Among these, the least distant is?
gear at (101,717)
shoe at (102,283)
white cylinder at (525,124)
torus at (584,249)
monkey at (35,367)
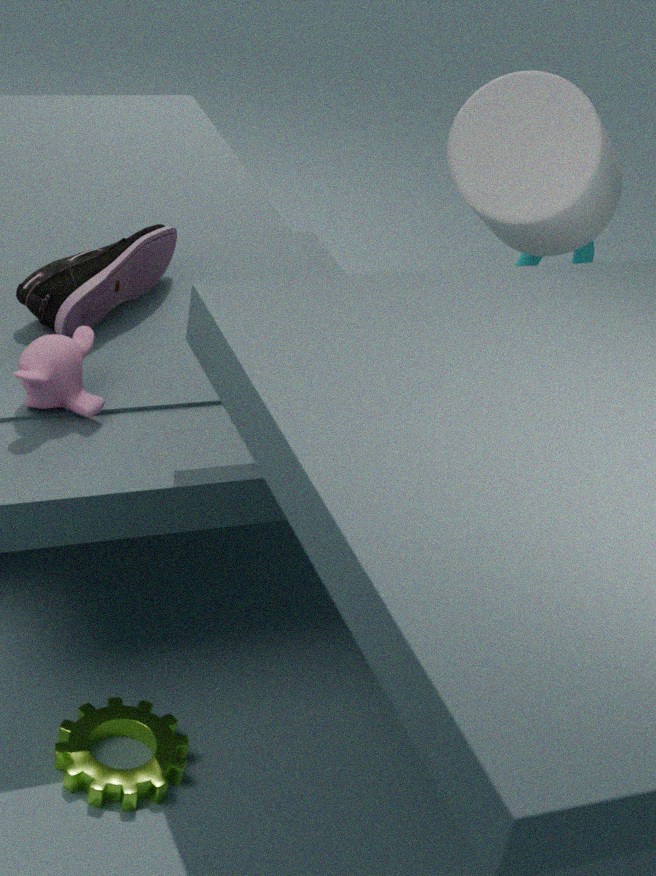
gear at (101,717)
